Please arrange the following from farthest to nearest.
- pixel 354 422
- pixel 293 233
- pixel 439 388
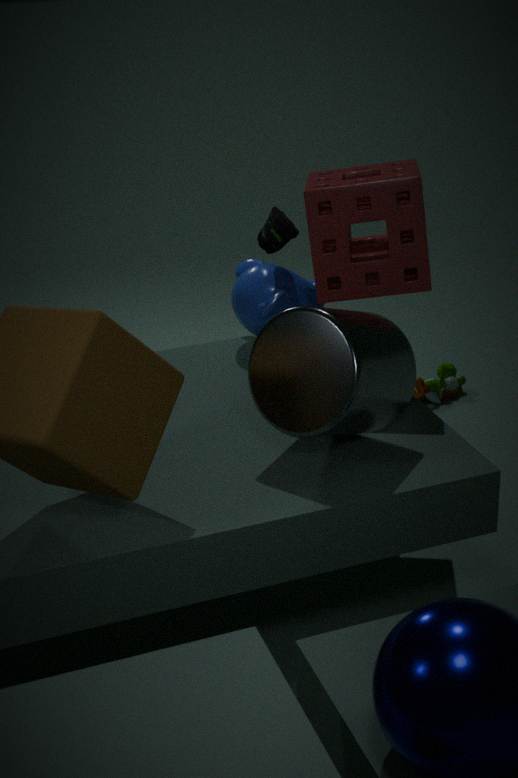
1. pixel 439 388
2. pixel 293 233
3. pixel 354 422
